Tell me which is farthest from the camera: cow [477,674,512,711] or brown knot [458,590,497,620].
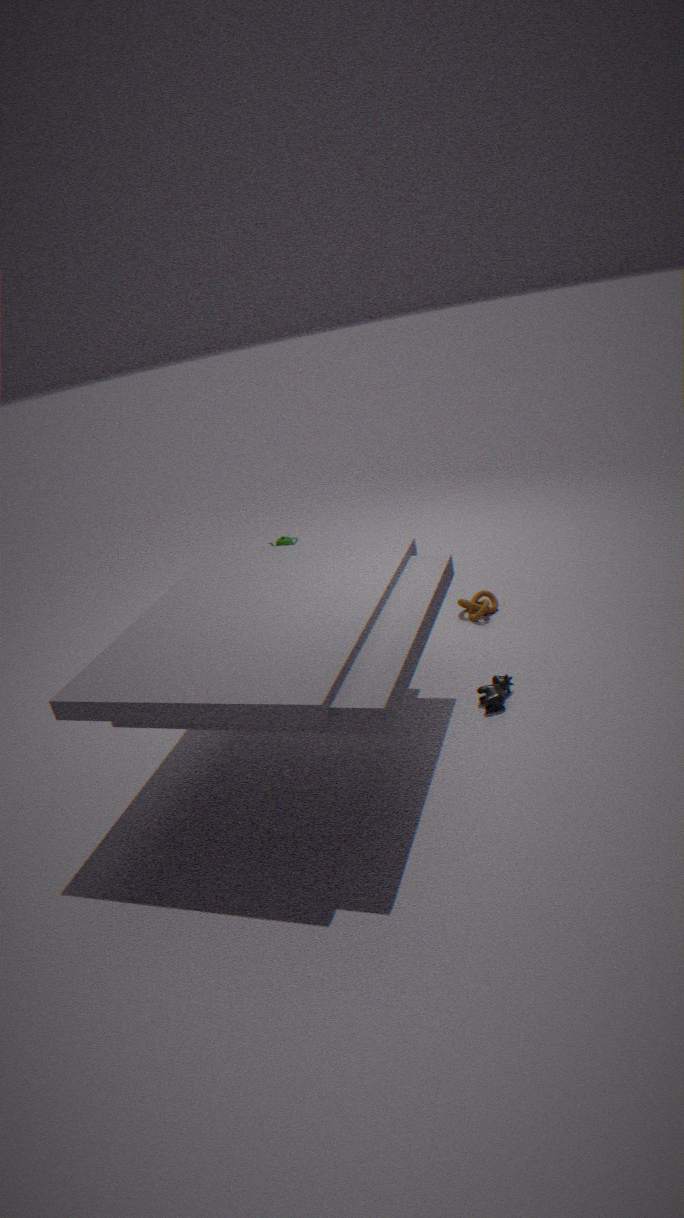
brown knot [458,590,497,620]
